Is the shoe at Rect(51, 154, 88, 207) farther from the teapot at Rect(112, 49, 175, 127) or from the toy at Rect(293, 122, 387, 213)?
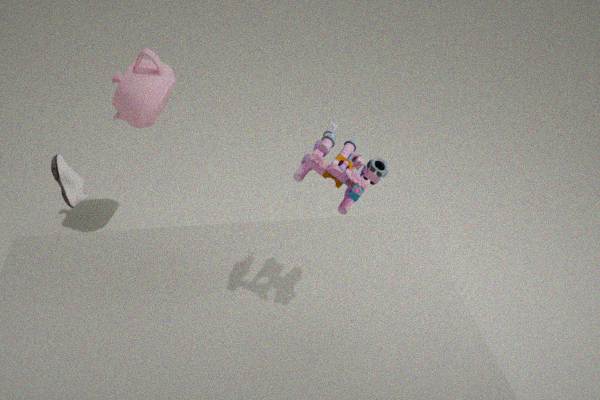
the toy at Rect(293, 122, 387, 213)
